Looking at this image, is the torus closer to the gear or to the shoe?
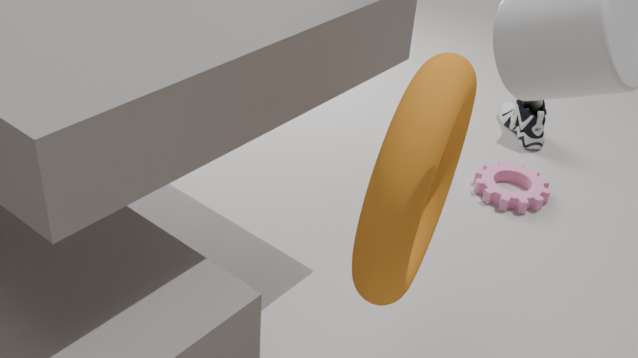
the gear
